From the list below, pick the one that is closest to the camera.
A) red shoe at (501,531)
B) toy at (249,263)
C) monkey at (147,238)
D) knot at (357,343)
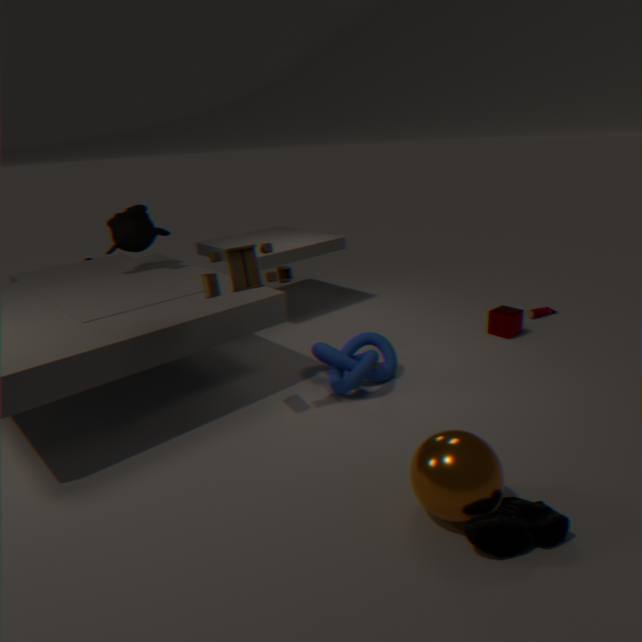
red shoe at (501,531)
